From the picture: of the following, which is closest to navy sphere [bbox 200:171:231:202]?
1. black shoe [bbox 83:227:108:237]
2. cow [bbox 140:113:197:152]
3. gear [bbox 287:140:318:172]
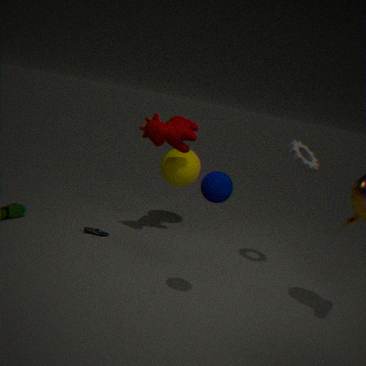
gear [bbox 287:140:318:172]
